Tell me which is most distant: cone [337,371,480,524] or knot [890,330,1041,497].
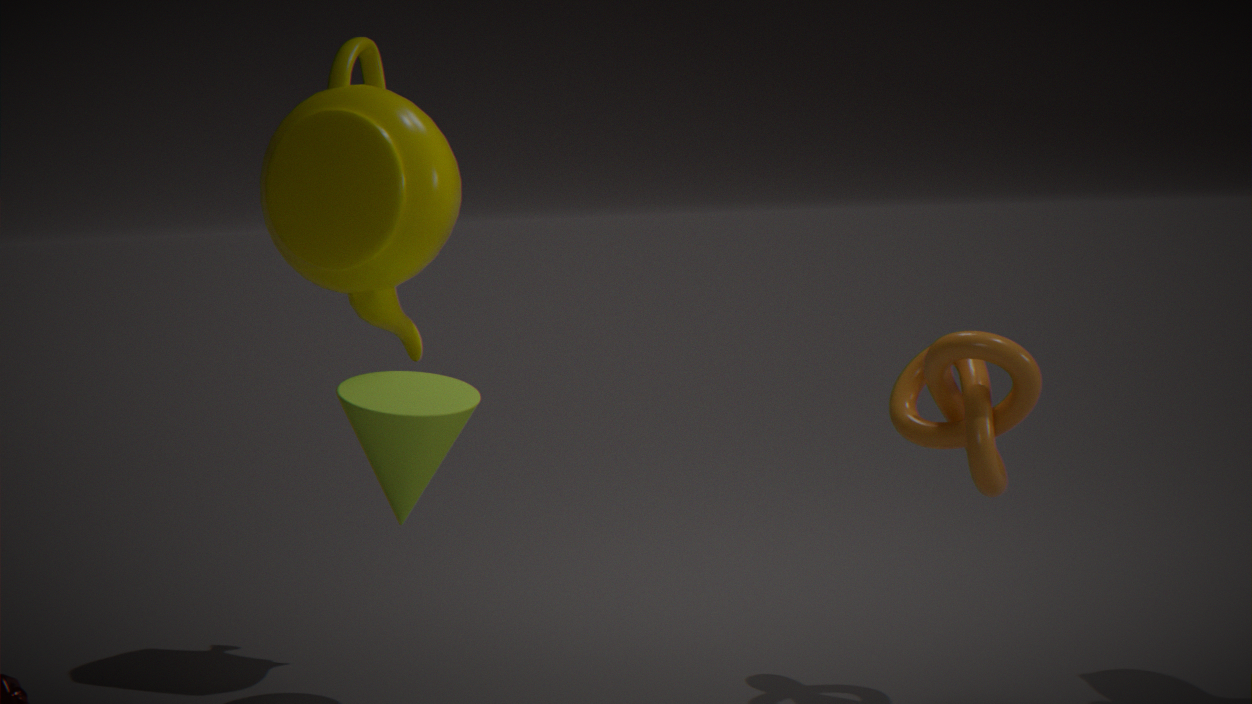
cone [337,371,480,524]
